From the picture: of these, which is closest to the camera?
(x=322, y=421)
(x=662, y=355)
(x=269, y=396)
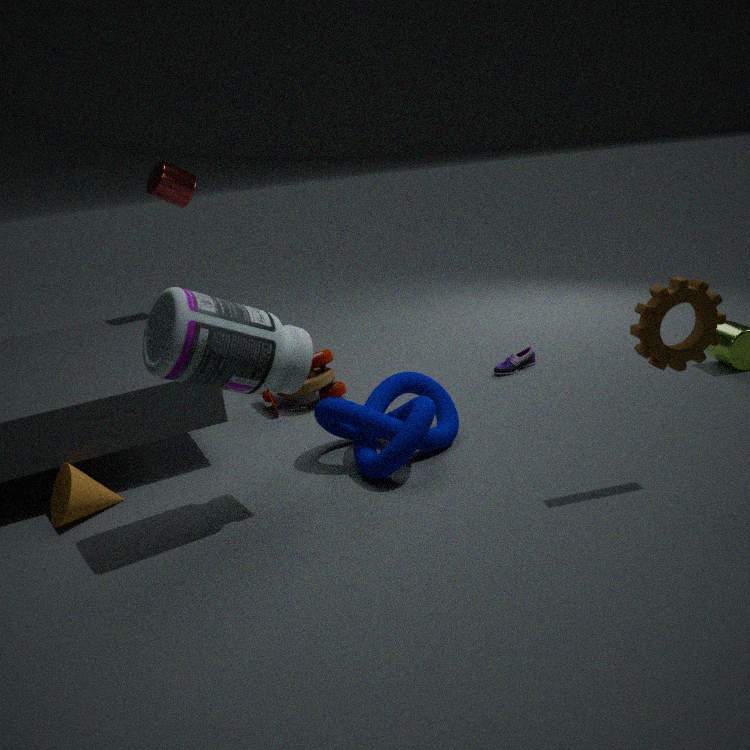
(x=662, y=355)
